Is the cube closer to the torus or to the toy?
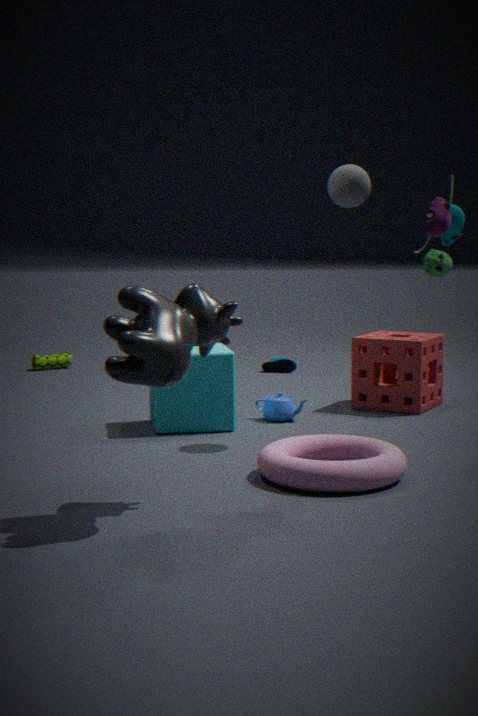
the torus
